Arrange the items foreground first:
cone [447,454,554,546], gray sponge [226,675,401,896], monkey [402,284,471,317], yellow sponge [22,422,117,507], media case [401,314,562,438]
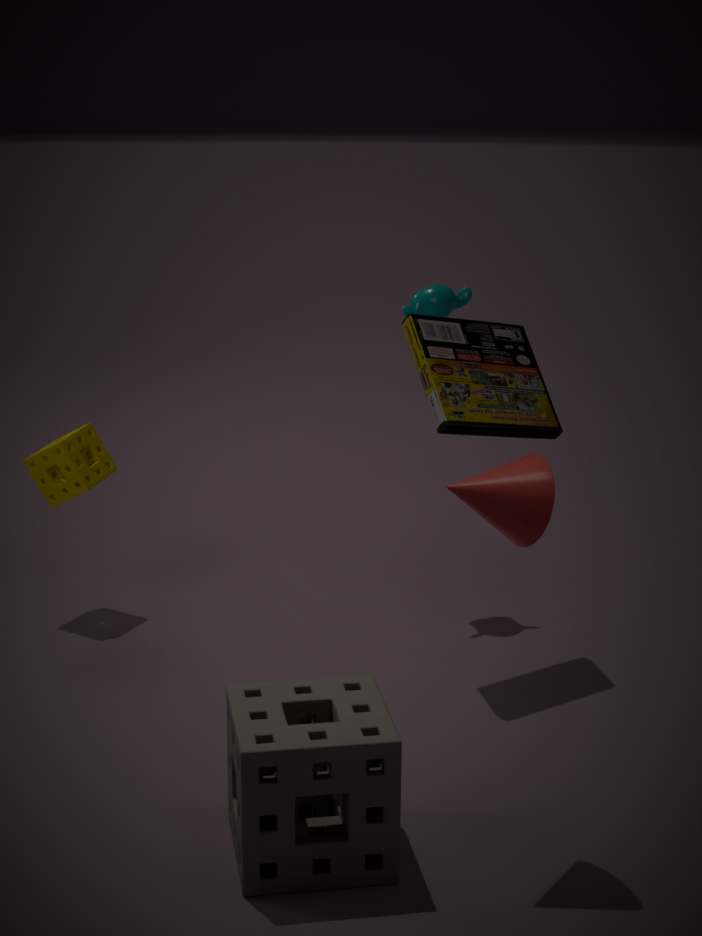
gray sponge [226,675,401,896]
cone [447,454,554,546]
media case [401,314,562,438]
yellow sponge [22,422,117,507]
monkey [402,284,471,317]
